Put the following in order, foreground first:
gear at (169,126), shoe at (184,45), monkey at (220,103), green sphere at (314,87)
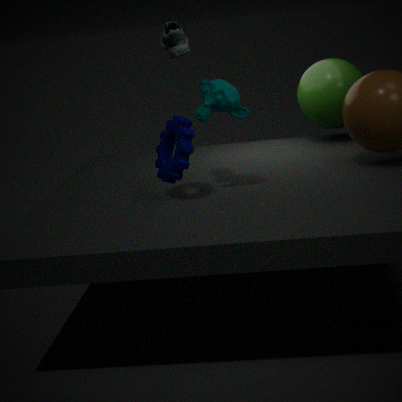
shoe at (184,45) < monkey at (220,103) < gear at (169,126) < green sphere at (314,87)
